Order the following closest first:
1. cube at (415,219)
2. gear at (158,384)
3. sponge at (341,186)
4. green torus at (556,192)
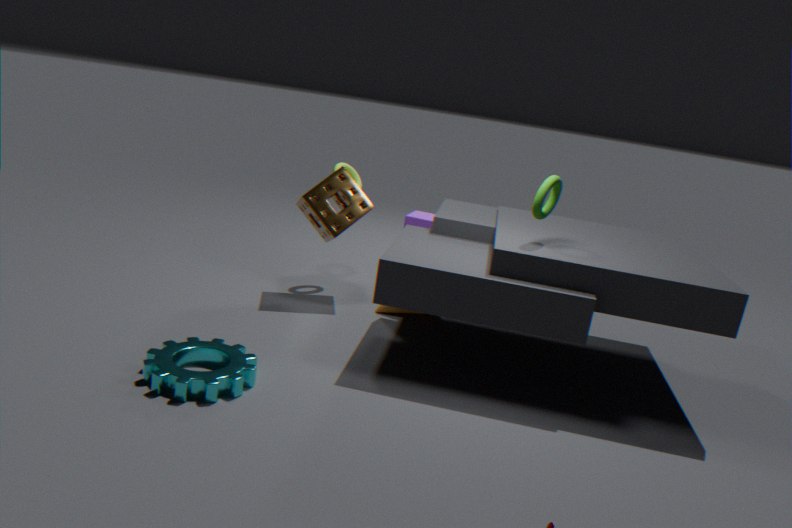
gear at (158,384)
green torus at (556,192)
sponge at (341,186)
cube at (415,219)
